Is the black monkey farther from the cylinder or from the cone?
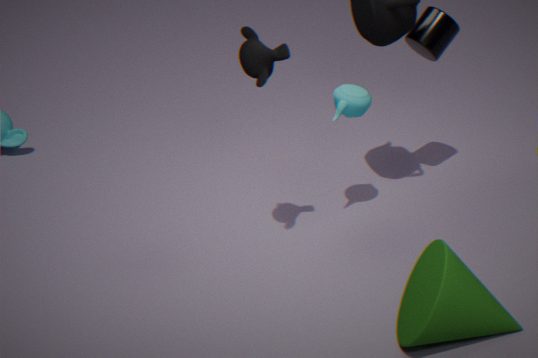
the cone
